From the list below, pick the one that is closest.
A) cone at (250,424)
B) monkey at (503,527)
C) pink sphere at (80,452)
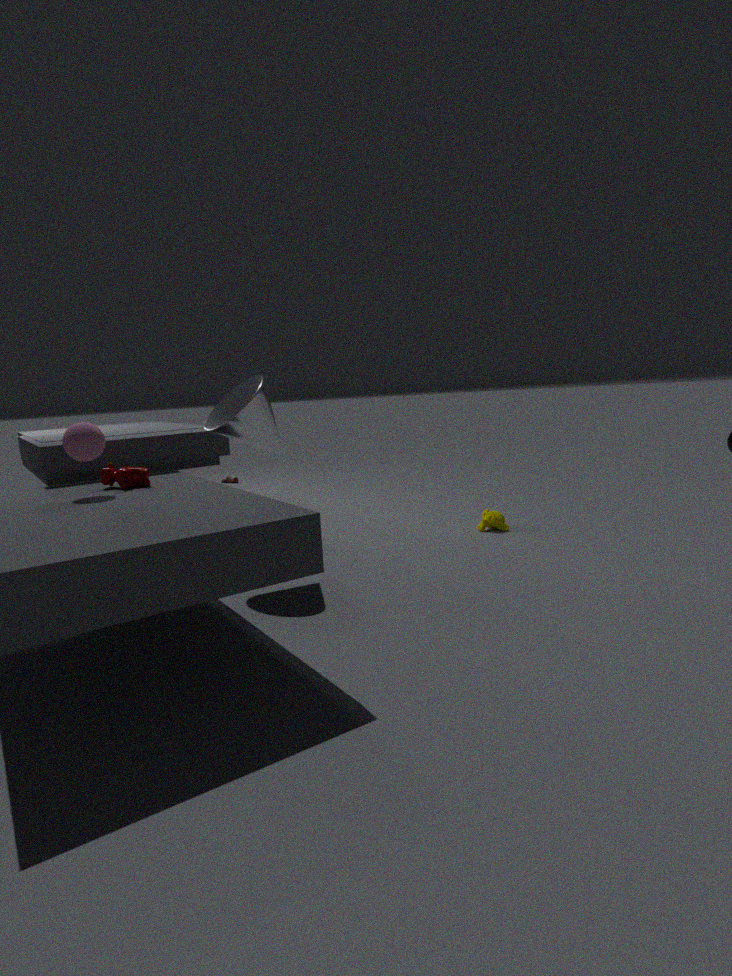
pink sphere at (80,452)
